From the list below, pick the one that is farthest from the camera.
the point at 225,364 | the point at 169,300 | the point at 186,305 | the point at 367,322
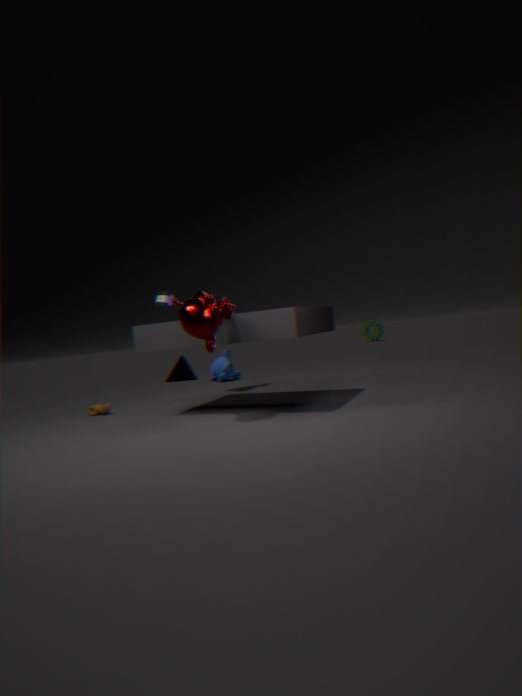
the point at 367,322
